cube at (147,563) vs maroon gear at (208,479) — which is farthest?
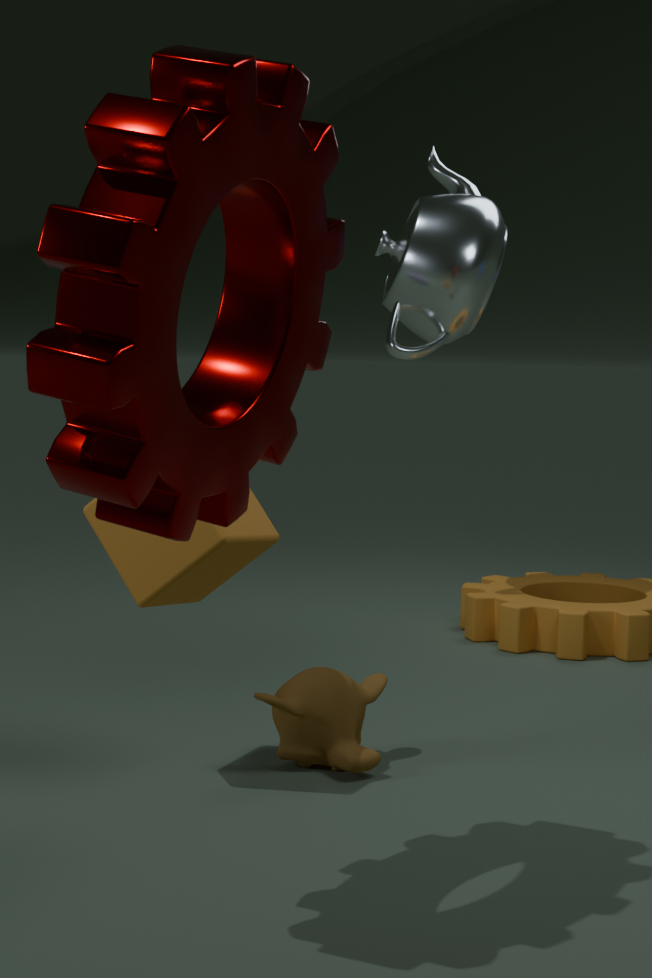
cube at (147,563)
